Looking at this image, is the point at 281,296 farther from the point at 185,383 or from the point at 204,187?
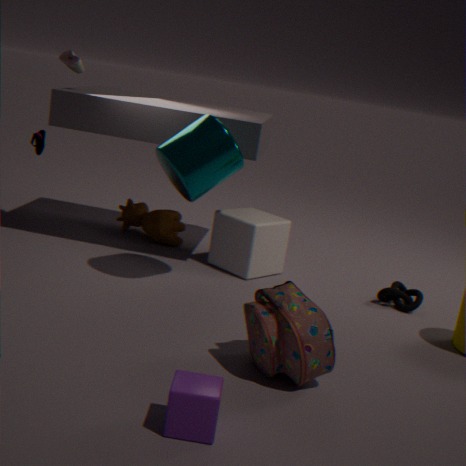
the point at 204,187
